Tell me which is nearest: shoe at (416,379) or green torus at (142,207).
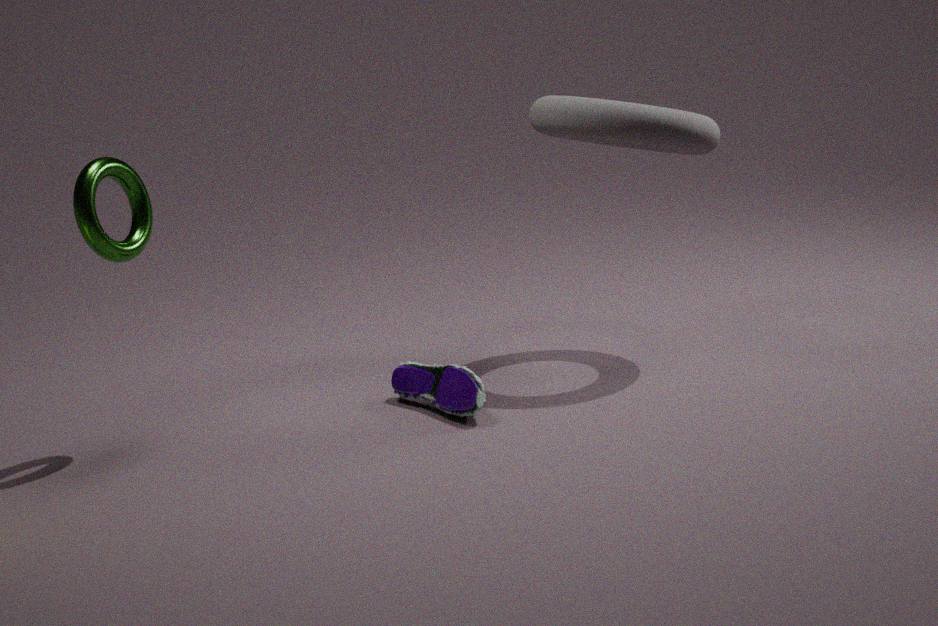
green torus at (142,207)
